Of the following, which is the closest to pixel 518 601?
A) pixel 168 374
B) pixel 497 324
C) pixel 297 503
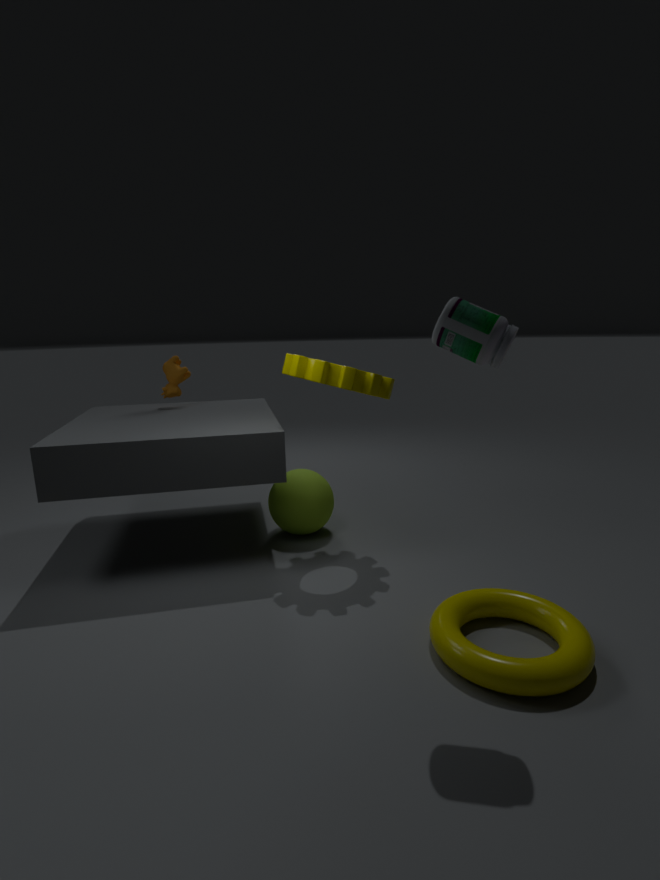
pixel 497 324
